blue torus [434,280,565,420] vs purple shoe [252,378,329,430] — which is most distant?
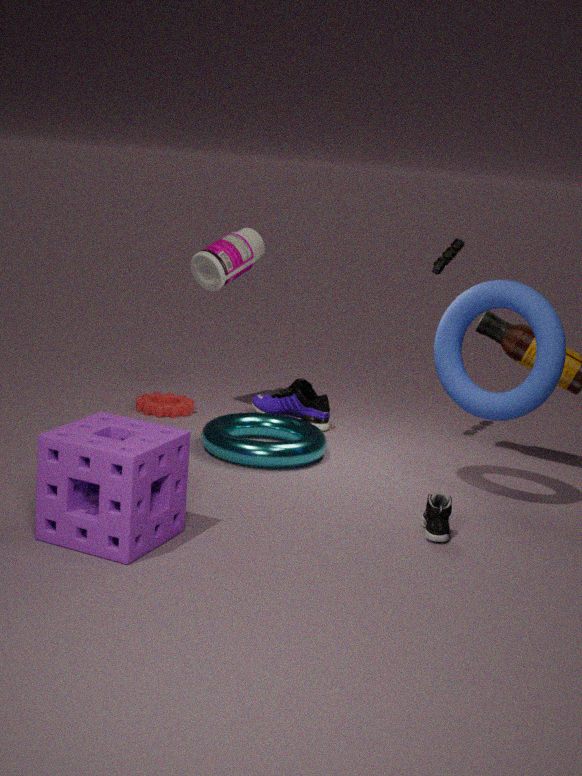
purple shoe [252,378,329,430]
